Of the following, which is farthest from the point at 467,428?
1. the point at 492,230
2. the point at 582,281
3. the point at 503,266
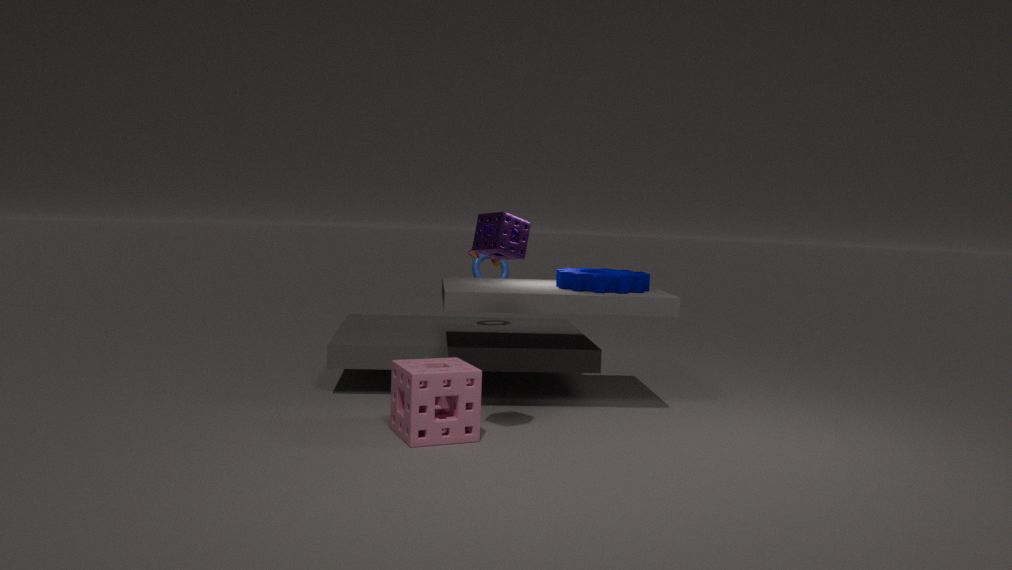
the point at 503,266
